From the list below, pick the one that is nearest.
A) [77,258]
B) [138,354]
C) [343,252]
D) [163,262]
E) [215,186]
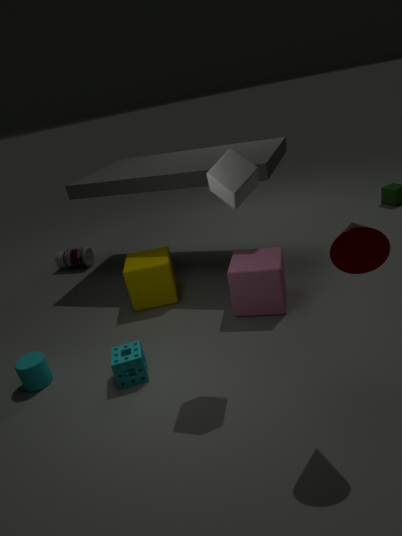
[343,252]
